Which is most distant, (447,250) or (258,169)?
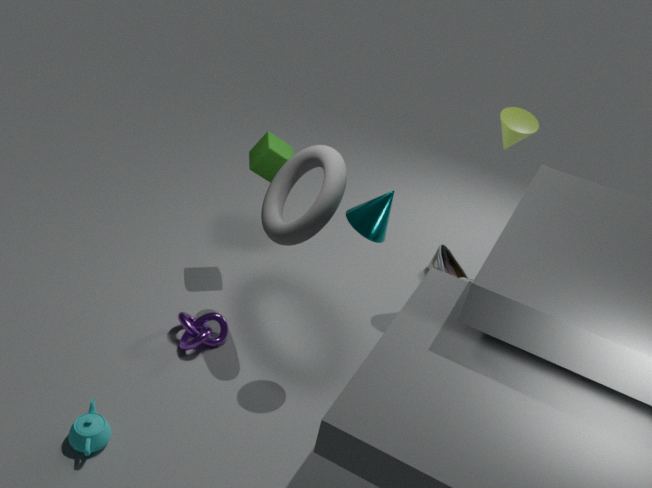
(447,250)
